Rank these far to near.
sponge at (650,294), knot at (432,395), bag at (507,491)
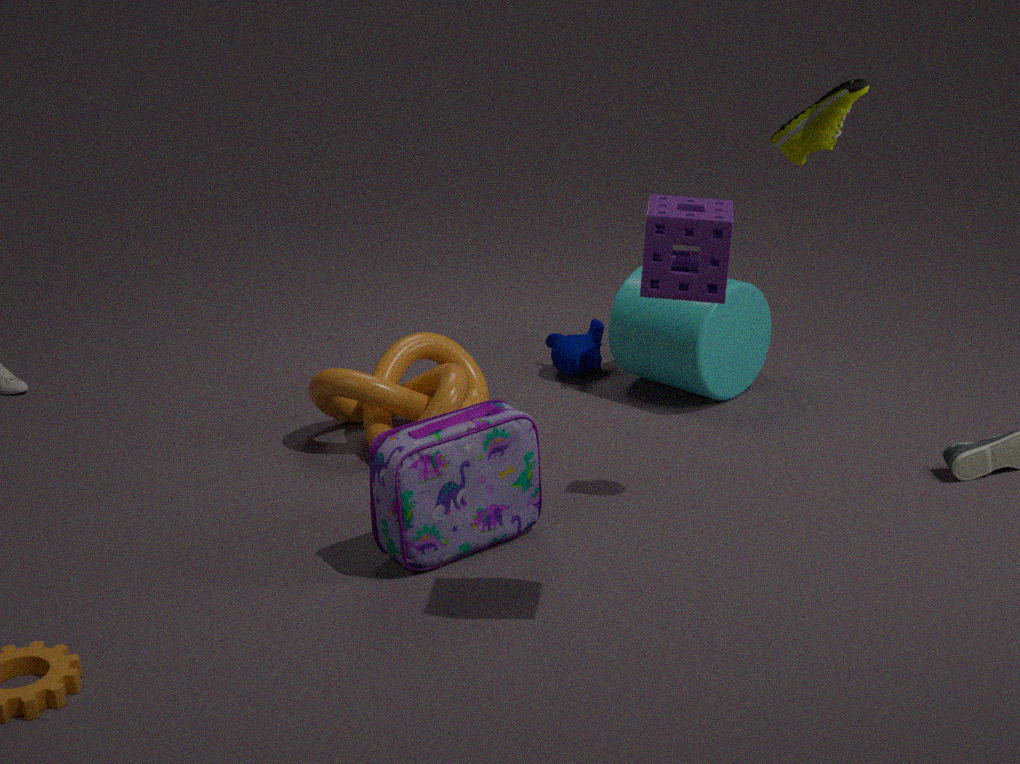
knot at (432,395) < bag at (507,491) < sponge at (650,294)
